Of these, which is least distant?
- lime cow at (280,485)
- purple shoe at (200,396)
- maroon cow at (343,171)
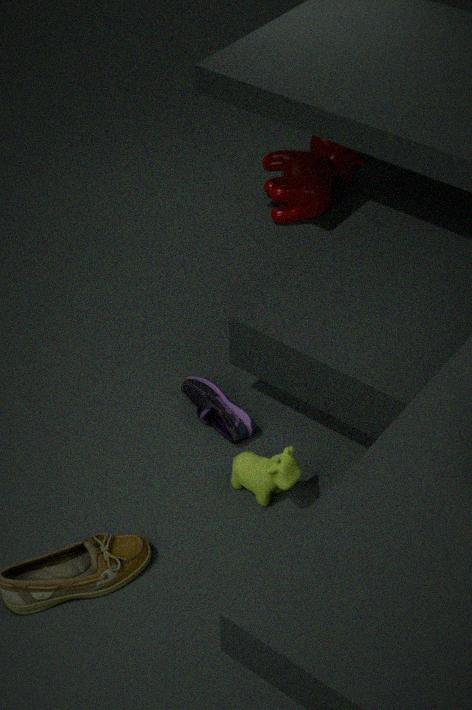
lime cow at (280,485)
